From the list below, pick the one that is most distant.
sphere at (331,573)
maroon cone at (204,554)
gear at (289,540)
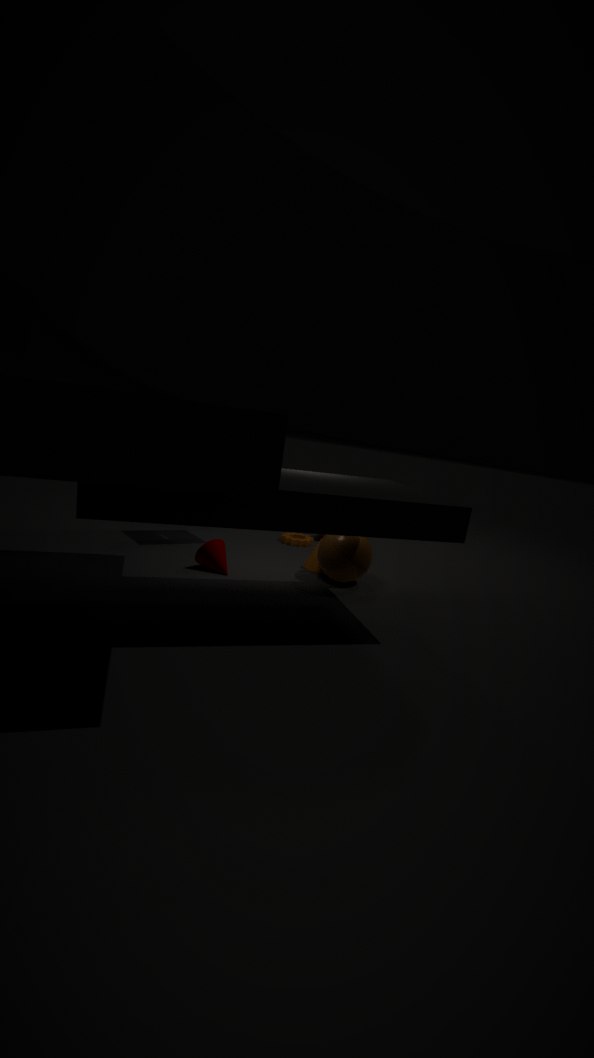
gear at (289,540)
